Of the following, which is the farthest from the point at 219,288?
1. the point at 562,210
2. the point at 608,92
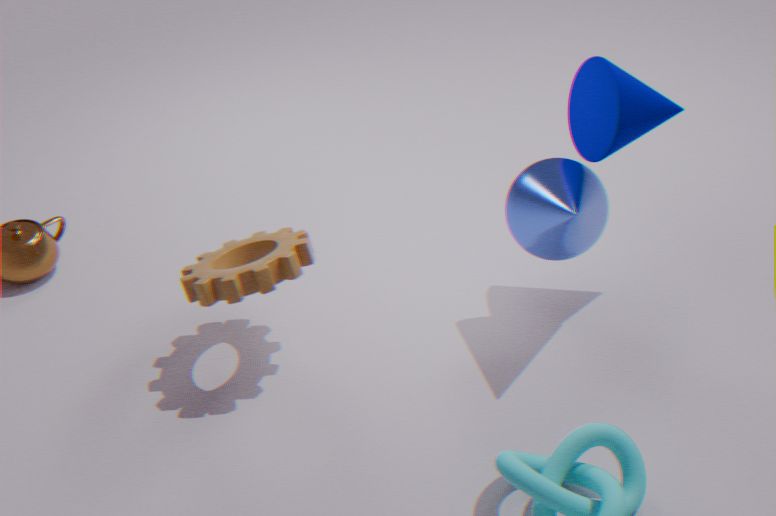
the point at 608,92
